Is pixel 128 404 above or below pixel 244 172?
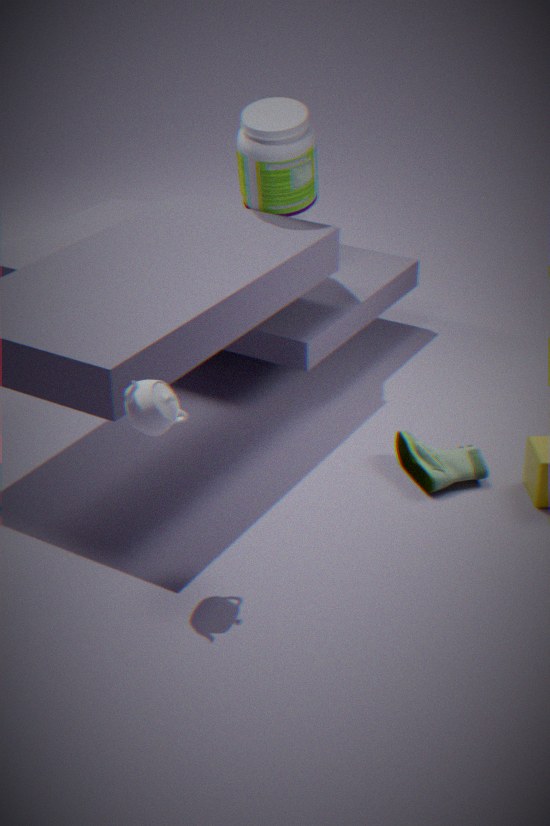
below
